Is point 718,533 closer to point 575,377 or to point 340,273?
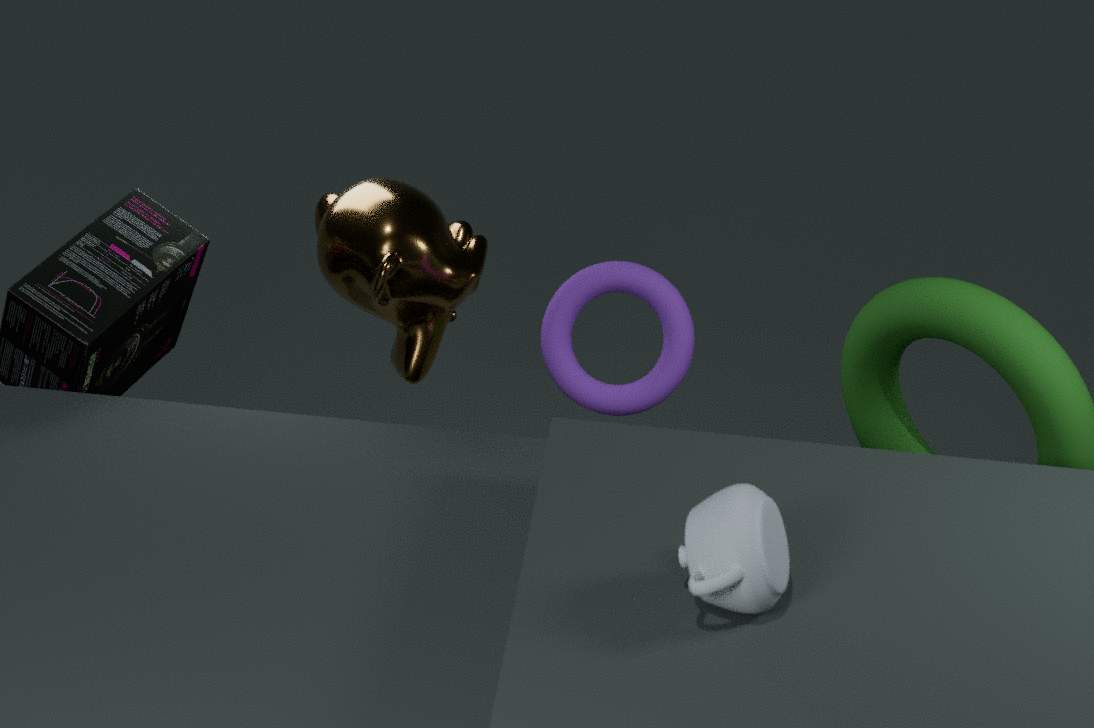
point 575,377
